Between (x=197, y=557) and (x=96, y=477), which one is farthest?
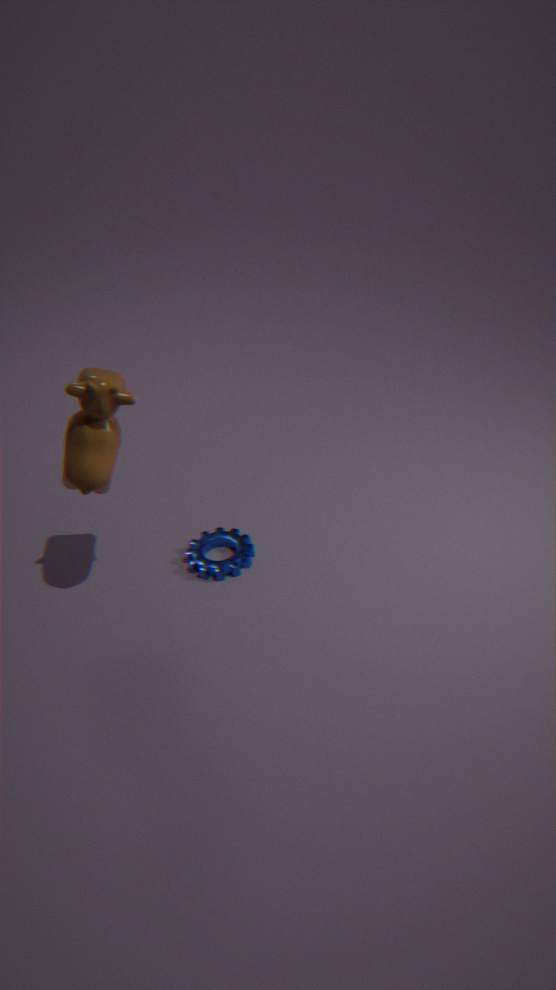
(x=197, y=557)
